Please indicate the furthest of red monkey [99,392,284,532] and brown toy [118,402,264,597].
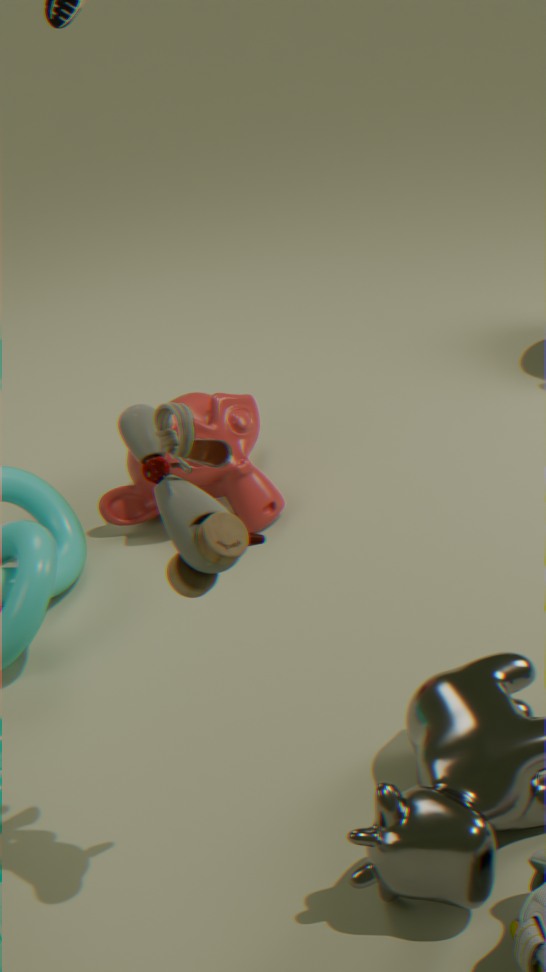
red monkey [99,392,284,532]
